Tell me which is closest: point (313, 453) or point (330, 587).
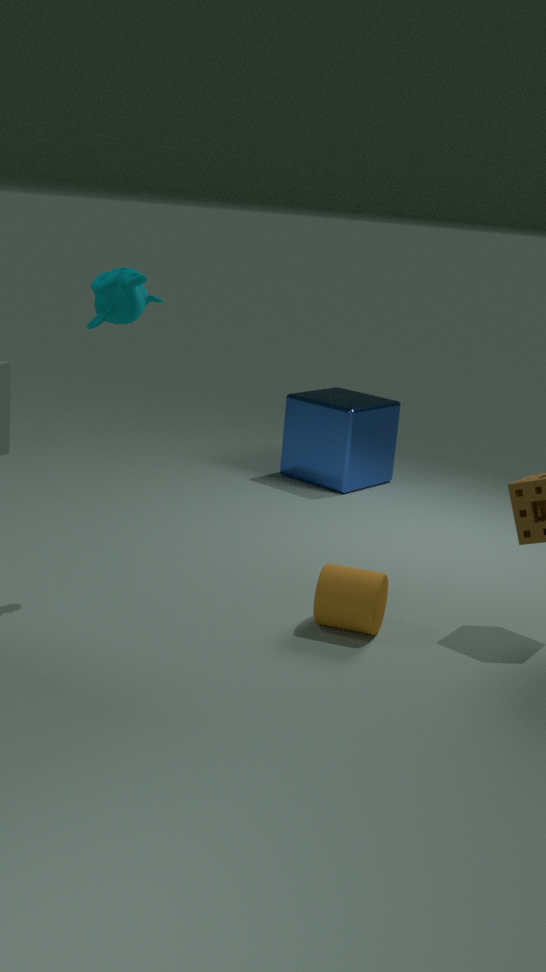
point (330, 587)
